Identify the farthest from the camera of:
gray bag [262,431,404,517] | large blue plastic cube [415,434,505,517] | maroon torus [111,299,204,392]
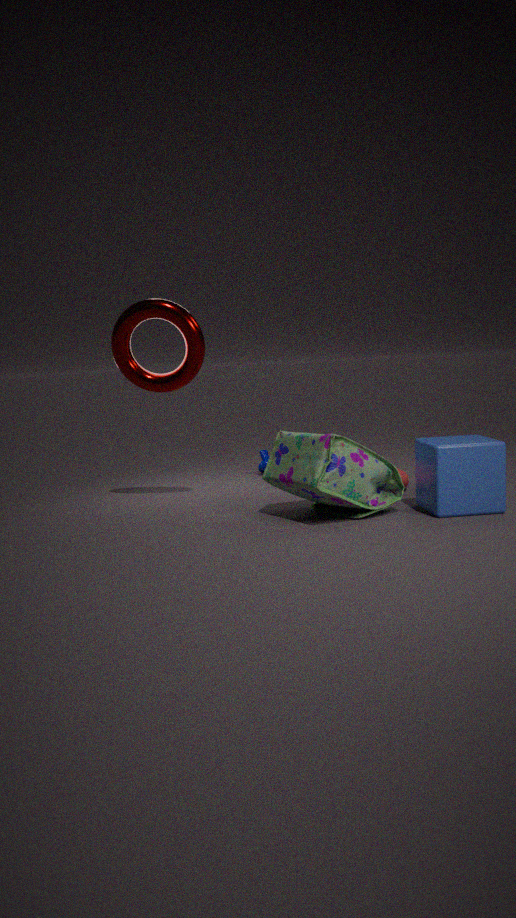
maroon torus [111,299,204,392]
